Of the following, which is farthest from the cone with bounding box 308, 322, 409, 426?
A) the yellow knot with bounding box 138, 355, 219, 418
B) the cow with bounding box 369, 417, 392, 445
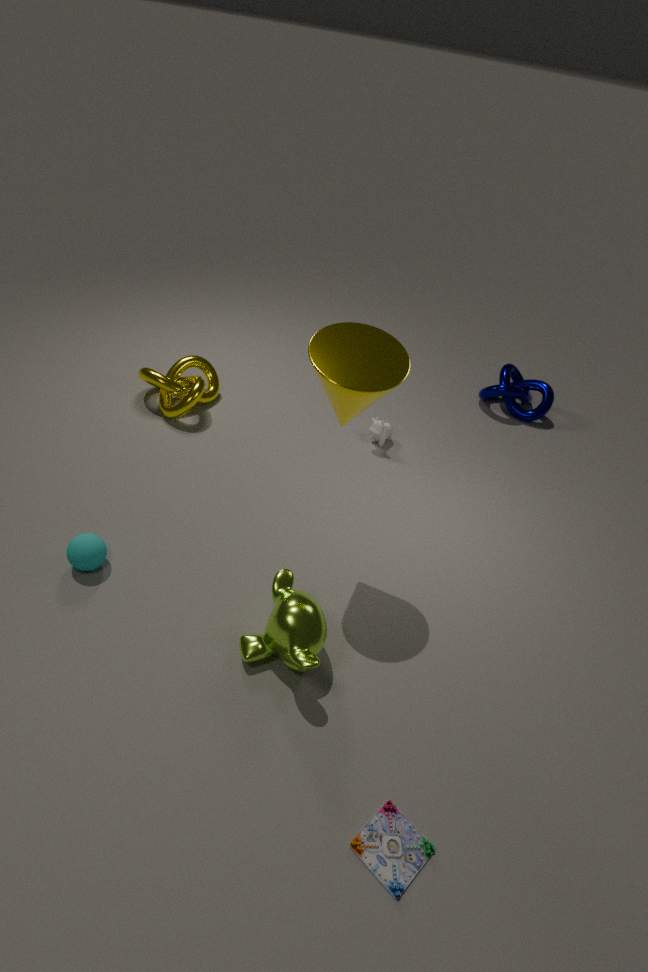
the yellow knot with bounding box 138, 355, 219, 418
